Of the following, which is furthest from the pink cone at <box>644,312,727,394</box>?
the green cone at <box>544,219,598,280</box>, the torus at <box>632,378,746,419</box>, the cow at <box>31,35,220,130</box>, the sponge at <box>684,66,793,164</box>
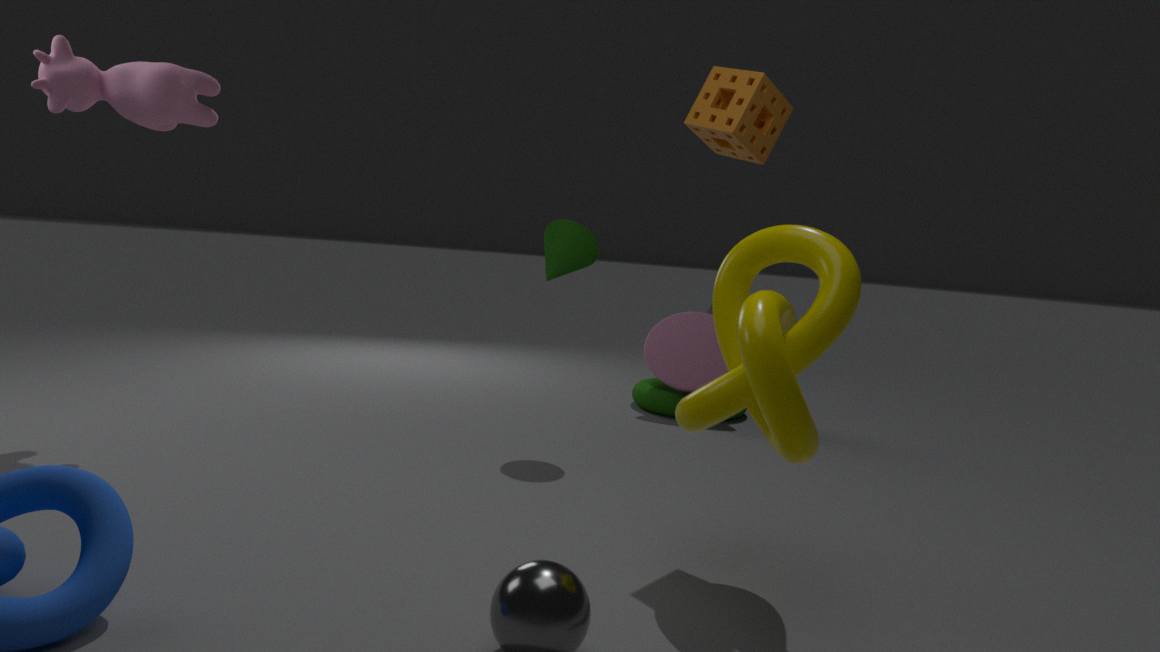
the cow at <box>31,35,220,130</box>
